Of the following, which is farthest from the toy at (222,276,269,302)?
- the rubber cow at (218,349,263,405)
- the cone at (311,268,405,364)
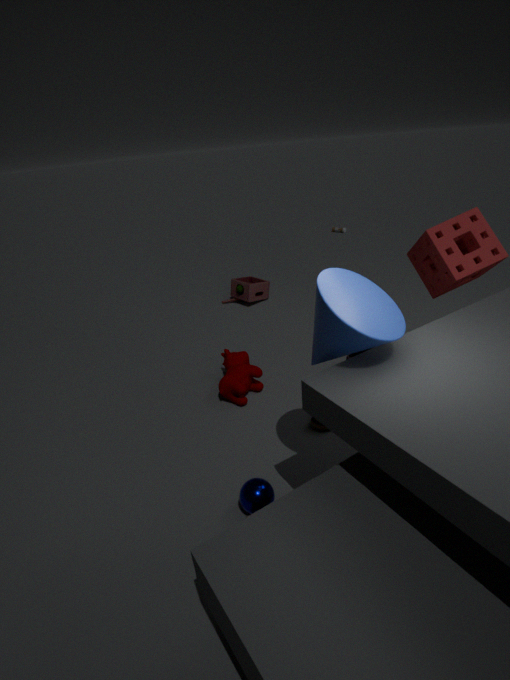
the cone at (311,268,405,364)
